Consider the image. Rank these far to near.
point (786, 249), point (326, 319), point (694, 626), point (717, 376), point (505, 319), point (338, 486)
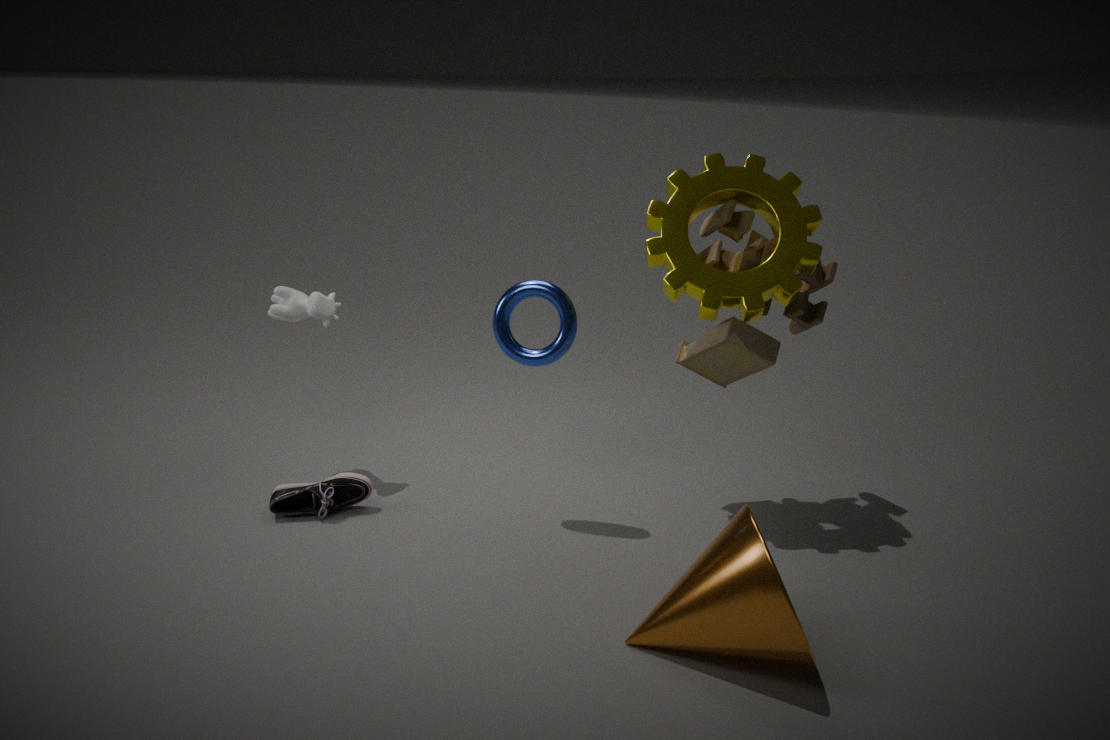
1. point (326, 319)
2. point (717, 376)
3. point (338, 486)
4. point (505, 319)
5. point (786, 249)
6. point (694, 626)
